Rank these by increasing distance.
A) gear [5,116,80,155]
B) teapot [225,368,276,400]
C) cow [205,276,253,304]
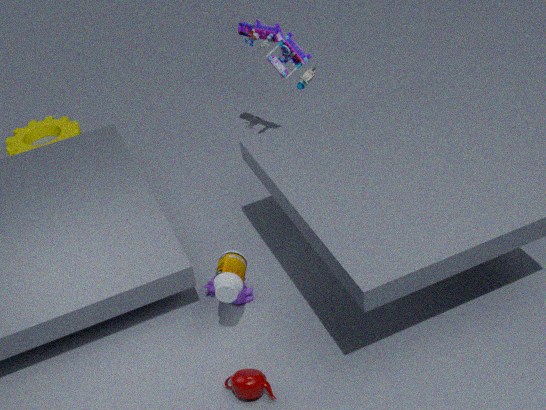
1. teapot [225,368,276,400]
2. cow [205,276,253,304]
3. gear [5,116,80,155]
